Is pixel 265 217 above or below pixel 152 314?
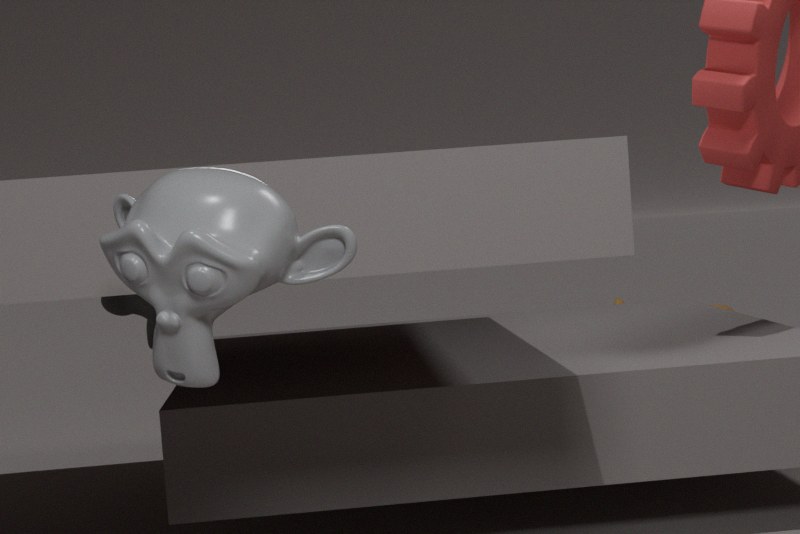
above
